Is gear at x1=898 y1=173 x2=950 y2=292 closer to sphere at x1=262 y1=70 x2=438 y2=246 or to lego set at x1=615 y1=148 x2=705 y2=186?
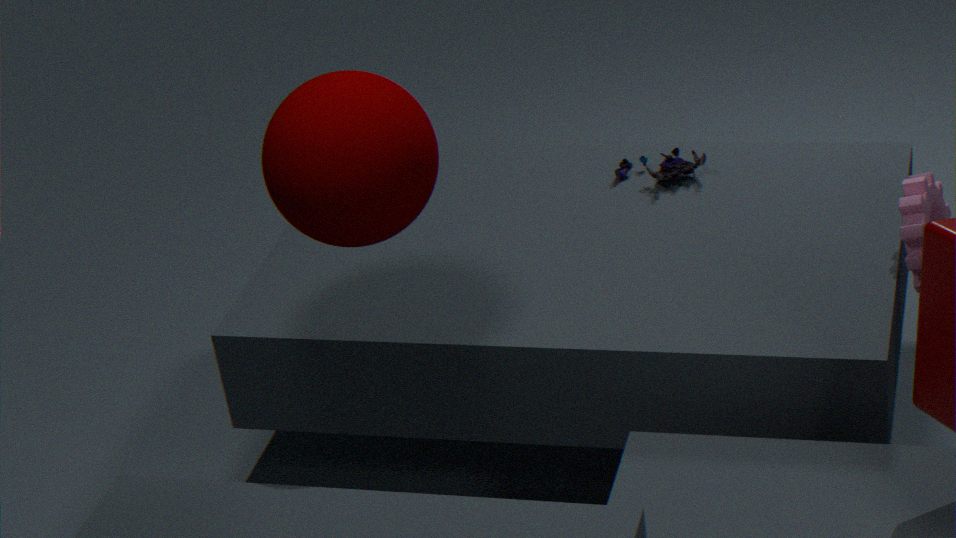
lego set at x1=615 y1=148 x2=705 y2=186
